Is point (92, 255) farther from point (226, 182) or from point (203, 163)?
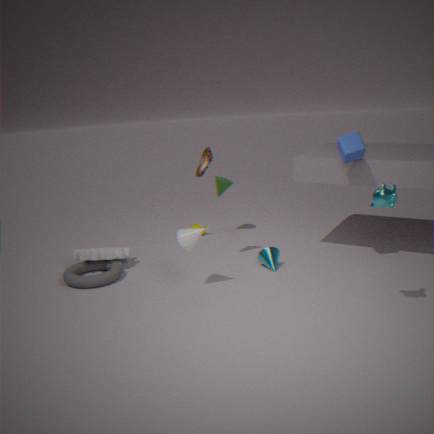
point (226, 182)
